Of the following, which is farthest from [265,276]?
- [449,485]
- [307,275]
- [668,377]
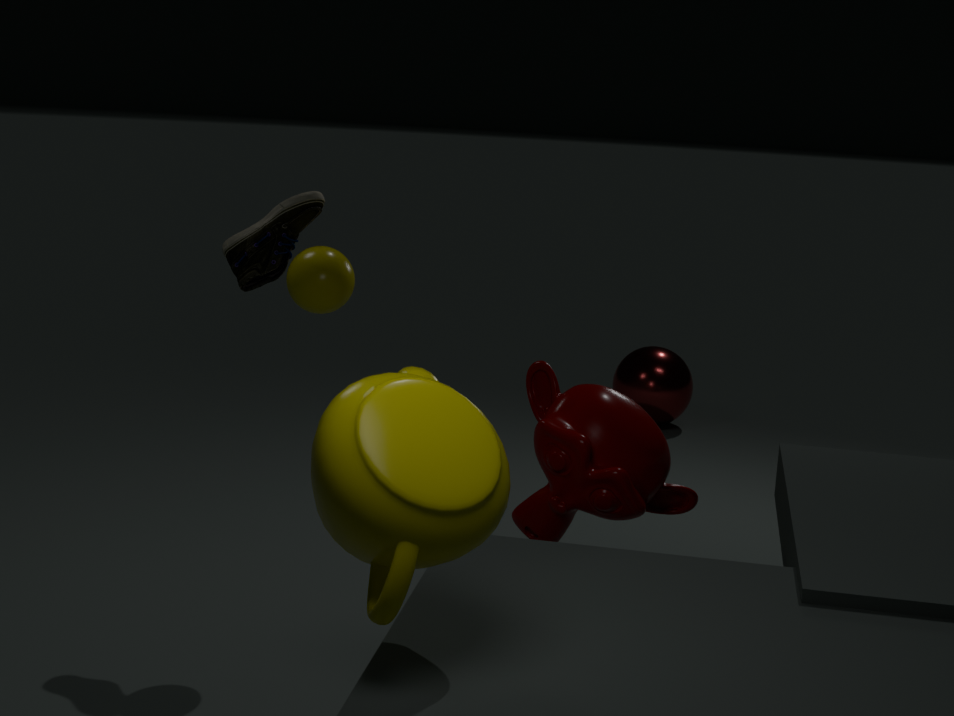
[668,377]
